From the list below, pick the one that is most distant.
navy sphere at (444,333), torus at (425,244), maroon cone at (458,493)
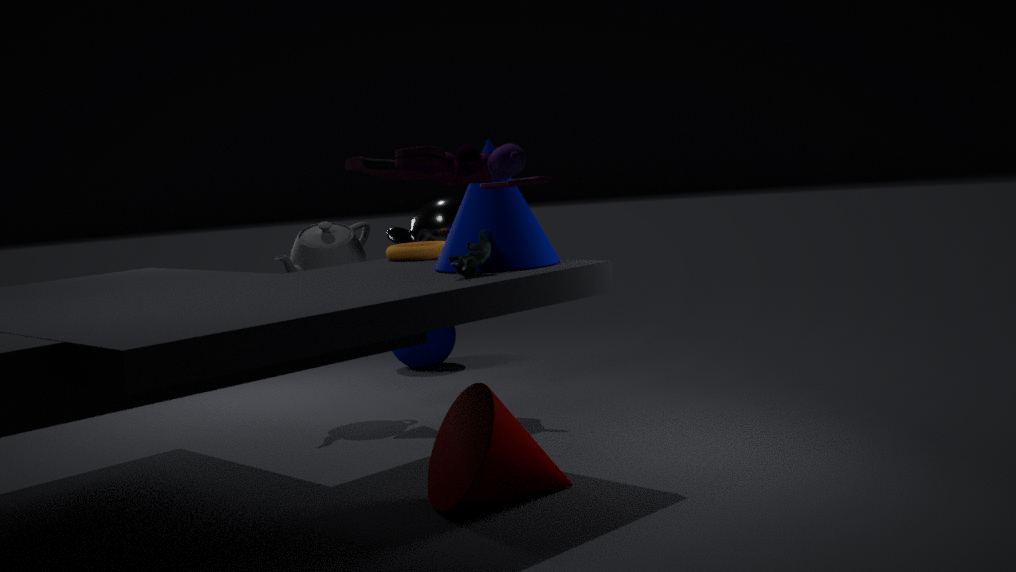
navy sphere at (444,333)
